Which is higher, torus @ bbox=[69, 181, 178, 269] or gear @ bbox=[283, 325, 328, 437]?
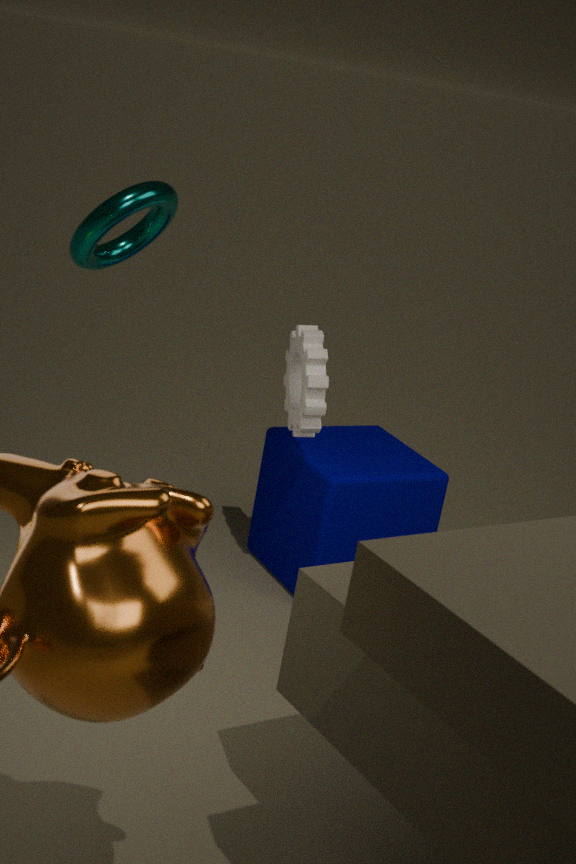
torus @ bbox=[69, 181, 178, 269]
